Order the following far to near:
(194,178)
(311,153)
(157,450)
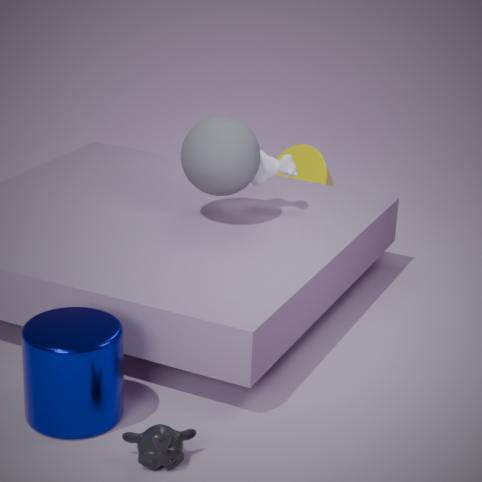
(311,153) < (194,178) < (157,450)
